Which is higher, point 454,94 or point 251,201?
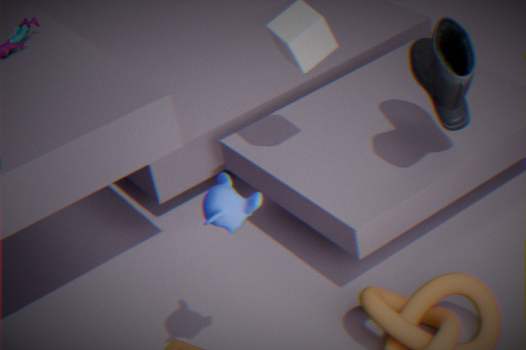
point 251,201
